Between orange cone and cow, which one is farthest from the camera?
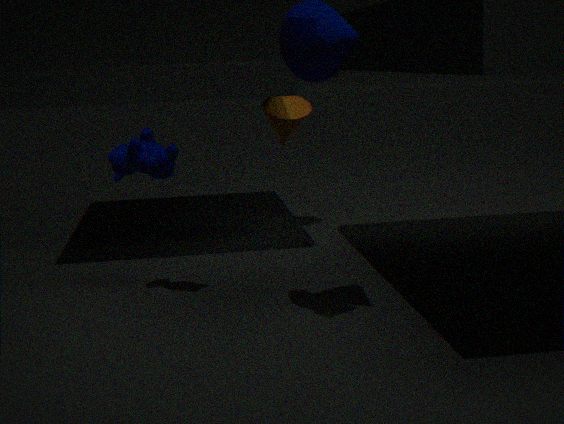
orange cone
